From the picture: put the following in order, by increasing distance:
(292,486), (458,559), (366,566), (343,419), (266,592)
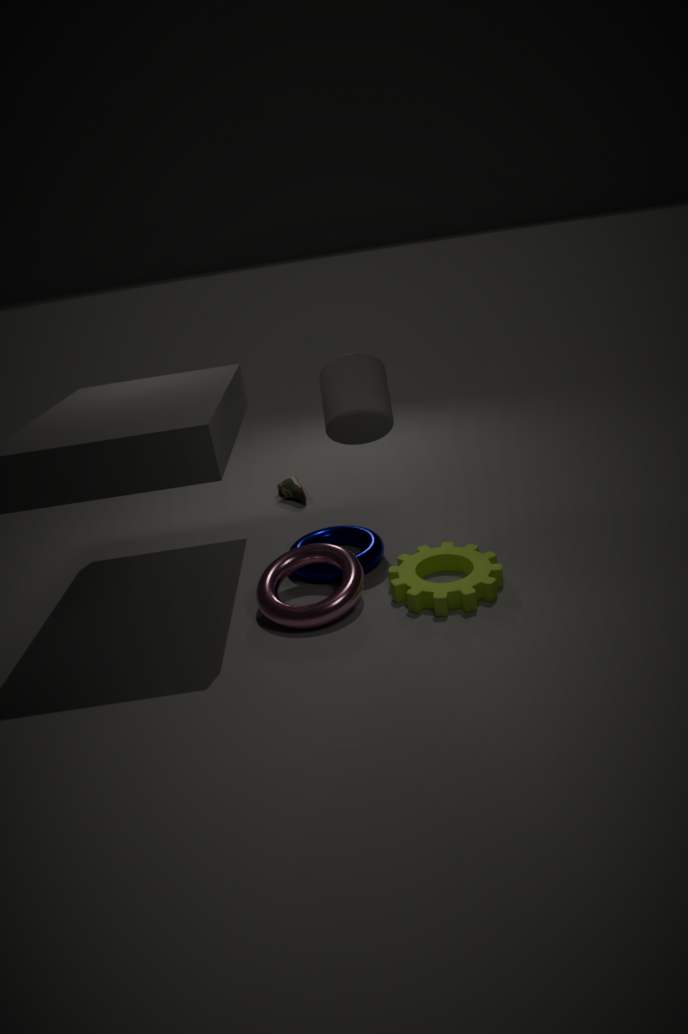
(266,592) < (458,559) < (343,419) < (366,566) < (292,486)
